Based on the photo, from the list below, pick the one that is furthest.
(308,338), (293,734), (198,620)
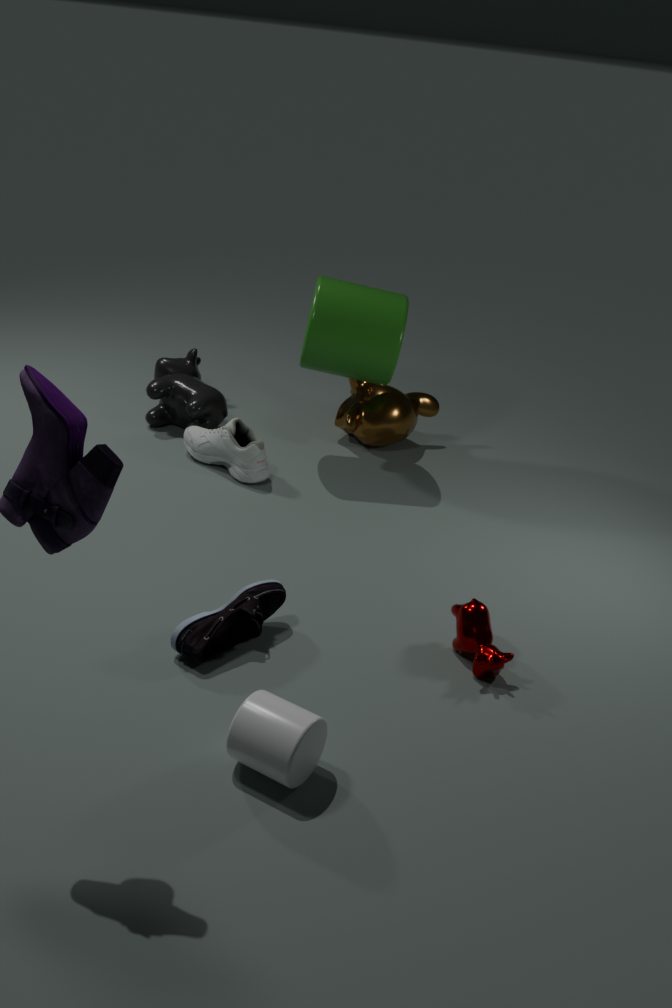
(308,338)
